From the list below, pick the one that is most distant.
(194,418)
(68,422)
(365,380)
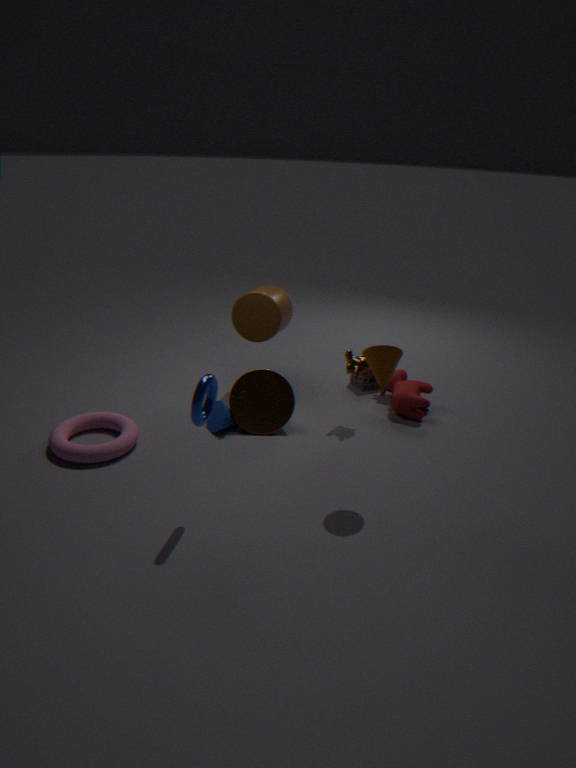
(365,380)
